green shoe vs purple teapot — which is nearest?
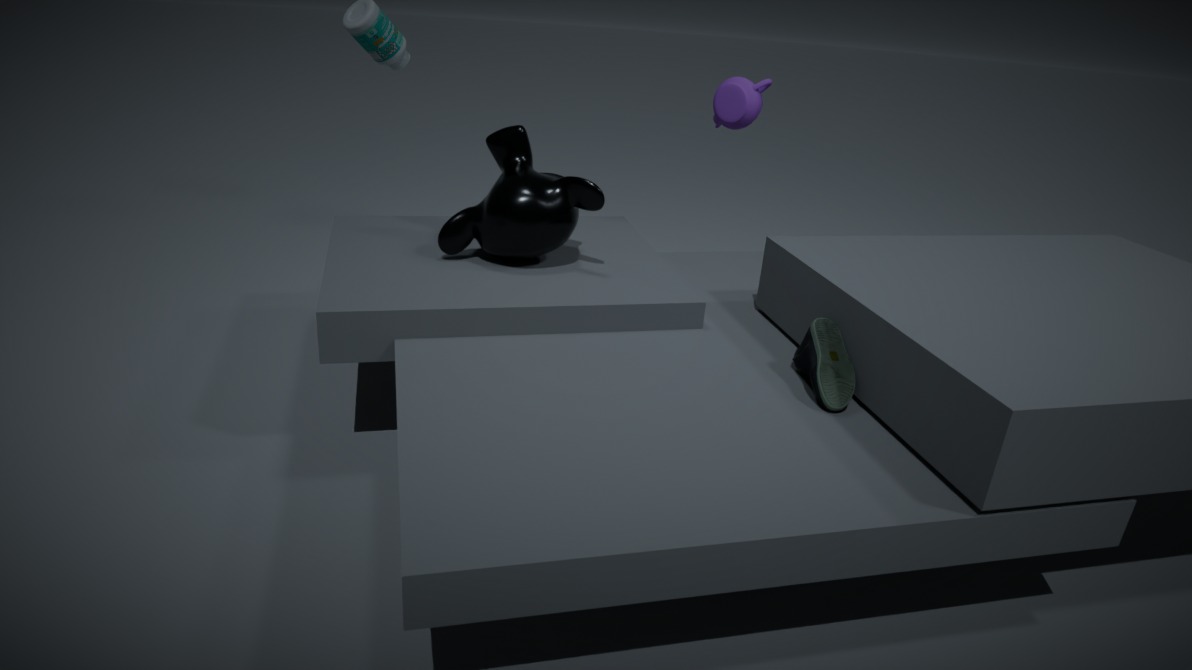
green shoe
